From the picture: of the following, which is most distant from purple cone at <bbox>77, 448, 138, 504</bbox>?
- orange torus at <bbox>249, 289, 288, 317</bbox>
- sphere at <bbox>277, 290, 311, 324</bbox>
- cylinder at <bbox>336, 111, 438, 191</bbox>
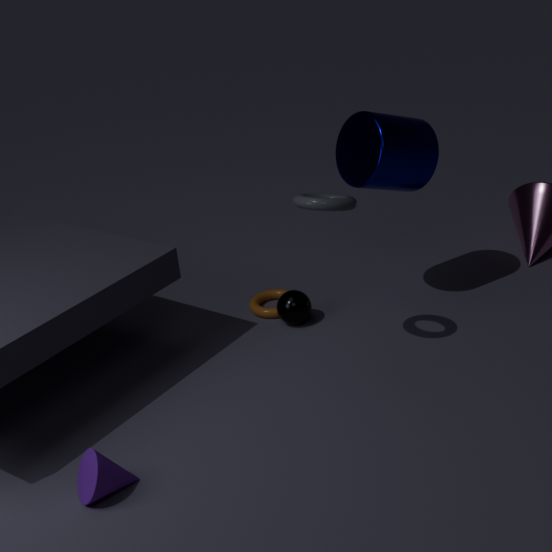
cylinder at <bbox>336, 111, 438, 191</bbox>
